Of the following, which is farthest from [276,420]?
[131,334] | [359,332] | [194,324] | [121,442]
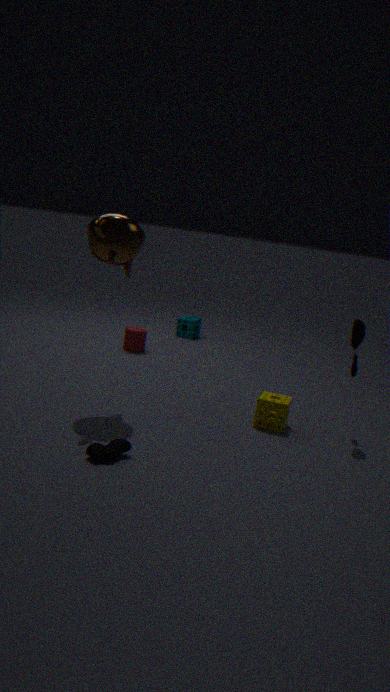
[194,324]
